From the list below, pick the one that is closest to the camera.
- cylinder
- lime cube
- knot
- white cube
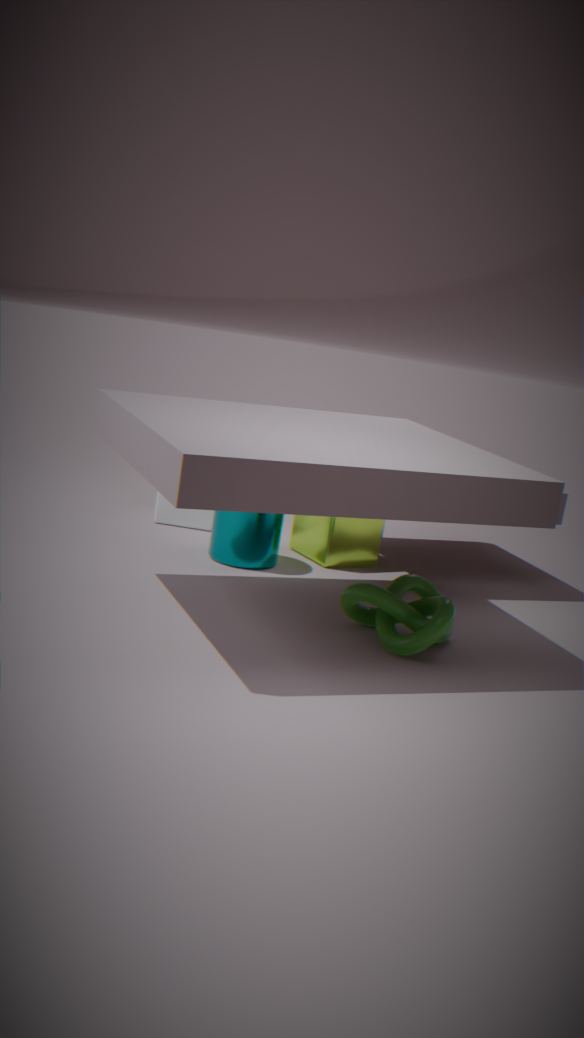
knot
